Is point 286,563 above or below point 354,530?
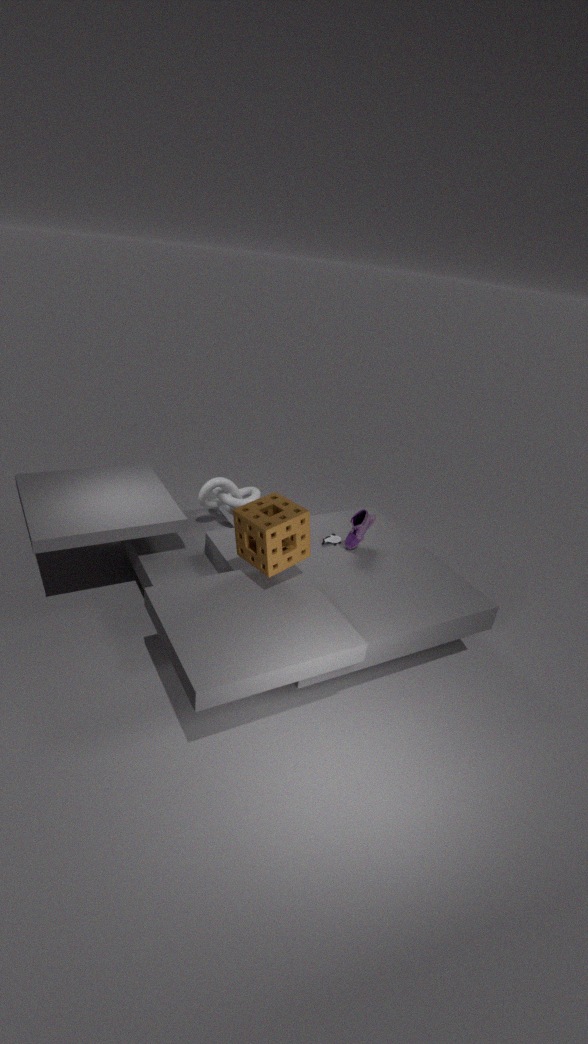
above
